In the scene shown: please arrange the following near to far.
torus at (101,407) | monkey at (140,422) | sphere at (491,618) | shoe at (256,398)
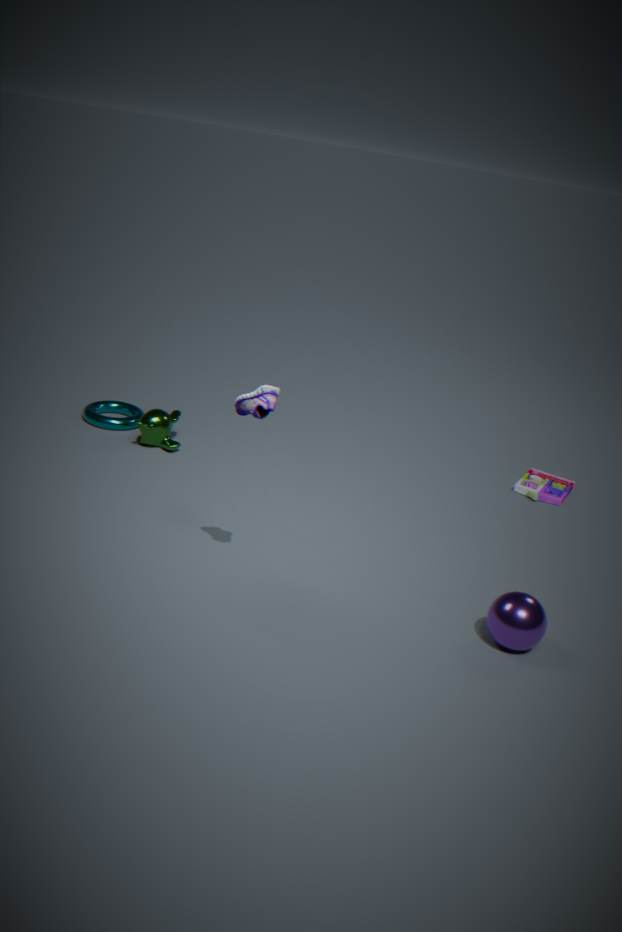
1. shoe at (256,398)
2. sphere at (491,618)
3. monkey at (140,422)
4. torus at (101,407)
